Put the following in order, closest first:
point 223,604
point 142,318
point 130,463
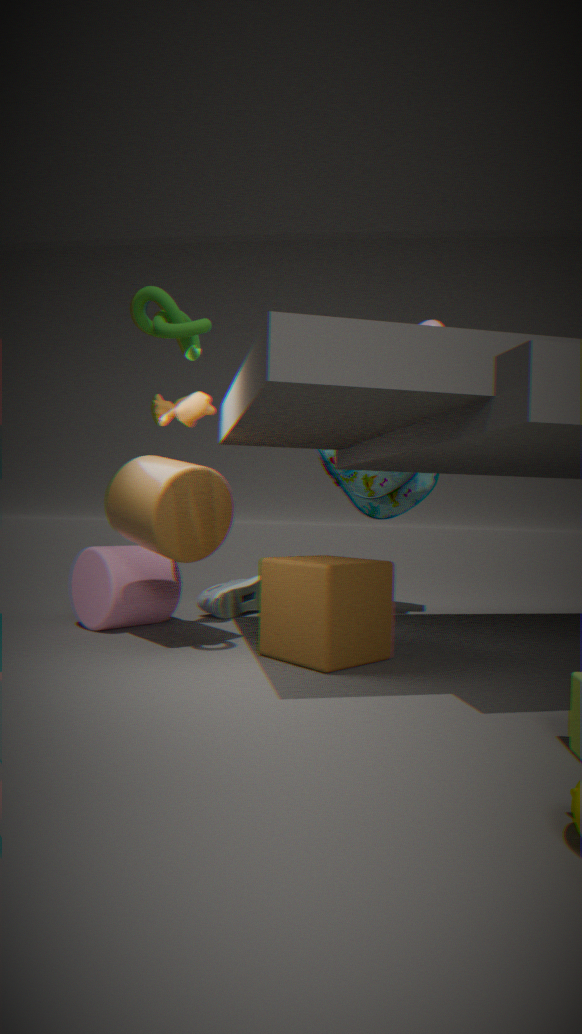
1. point 142,318
2. point 130,463
3. point 223,604
